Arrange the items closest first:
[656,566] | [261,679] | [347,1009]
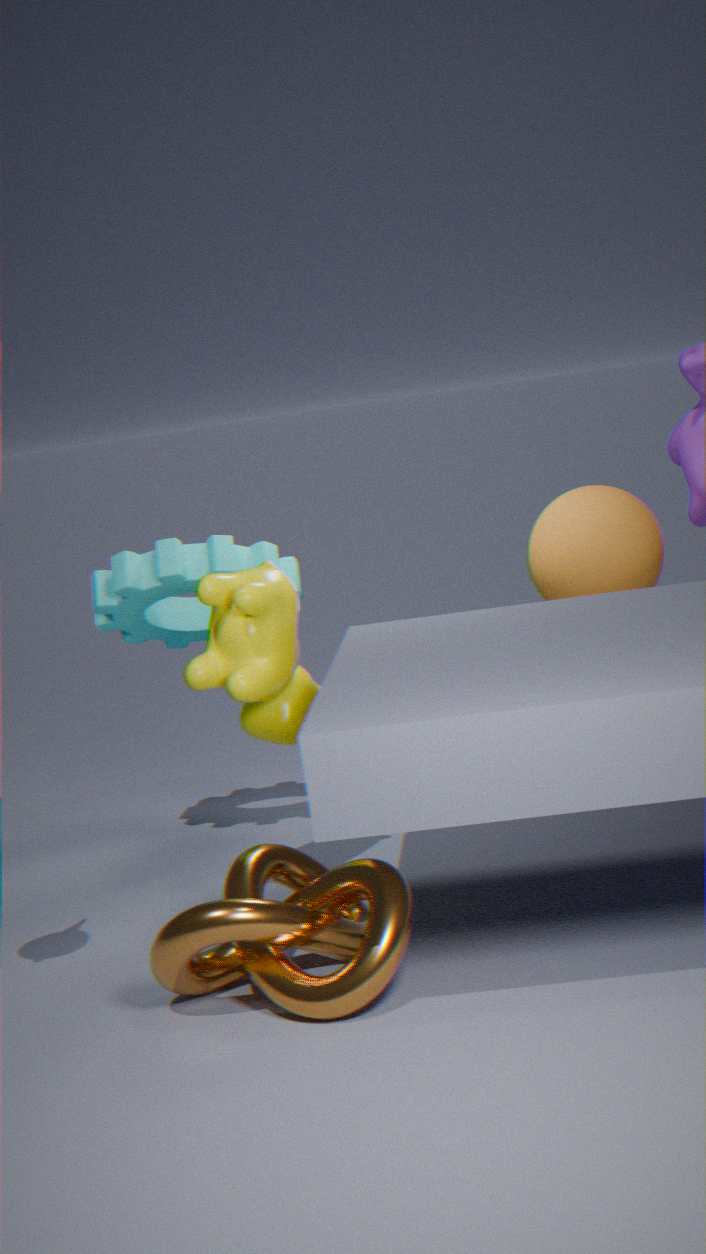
[347,1009] < [261,679] < [656,566]
